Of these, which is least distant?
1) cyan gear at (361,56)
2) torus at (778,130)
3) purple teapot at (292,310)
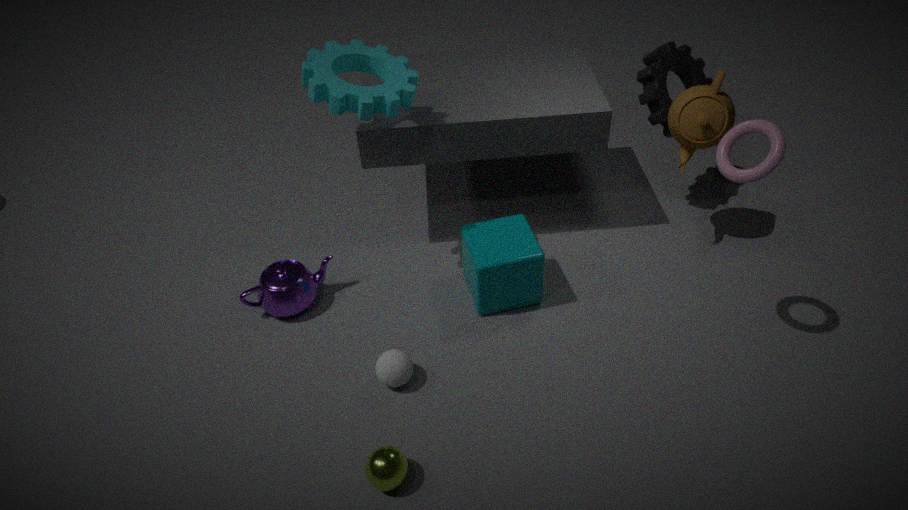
2. torus at (778,130)
